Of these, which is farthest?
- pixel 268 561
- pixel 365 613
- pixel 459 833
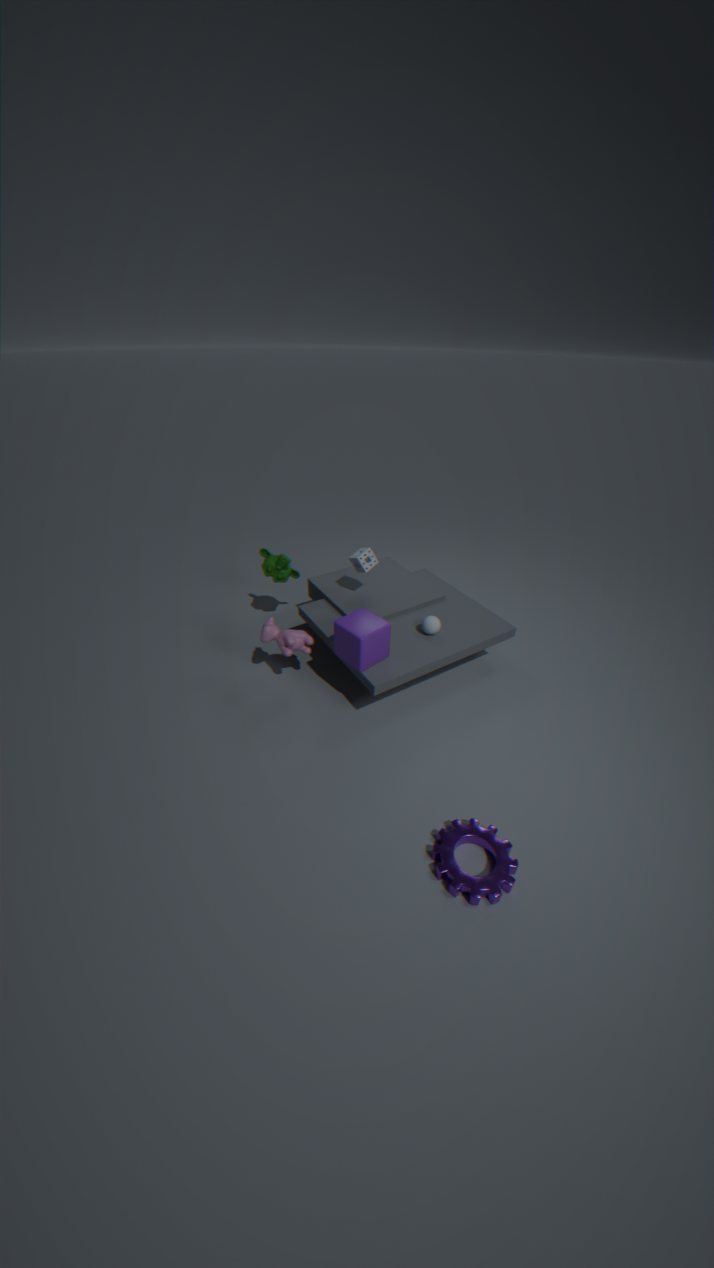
pixel 268 561
